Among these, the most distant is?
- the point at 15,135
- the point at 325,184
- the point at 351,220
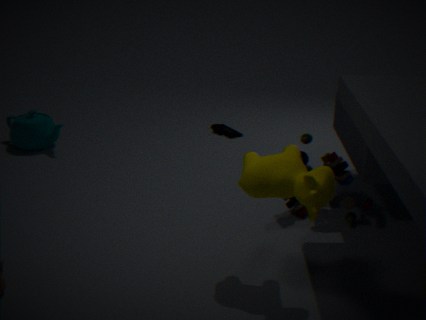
the point at 15,135
